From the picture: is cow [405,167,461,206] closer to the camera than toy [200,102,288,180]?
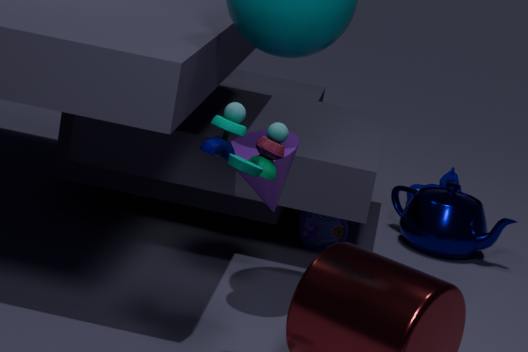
No
